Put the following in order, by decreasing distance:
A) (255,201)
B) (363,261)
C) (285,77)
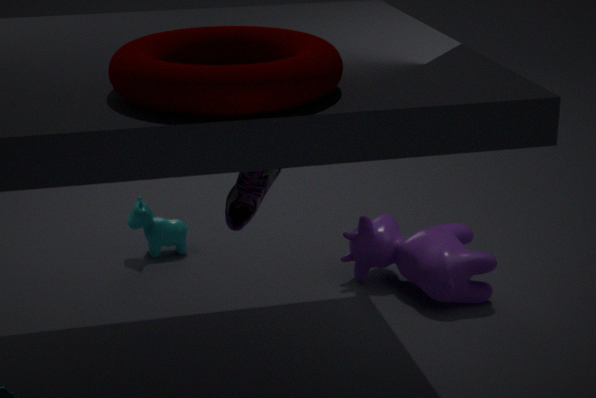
1. (363,261)
2. (255,201)
3. (285,77)
